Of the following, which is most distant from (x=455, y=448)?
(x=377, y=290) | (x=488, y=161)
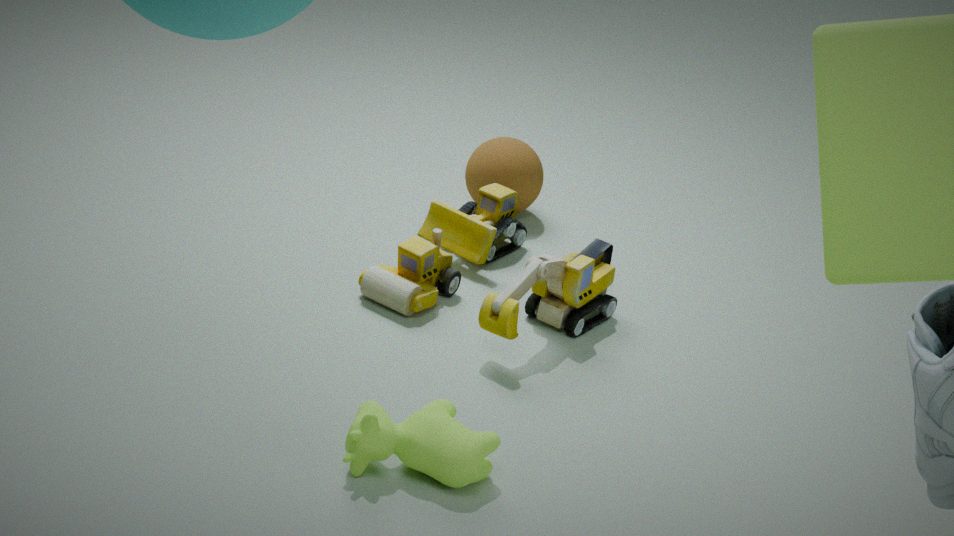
(x=488, y=161)
